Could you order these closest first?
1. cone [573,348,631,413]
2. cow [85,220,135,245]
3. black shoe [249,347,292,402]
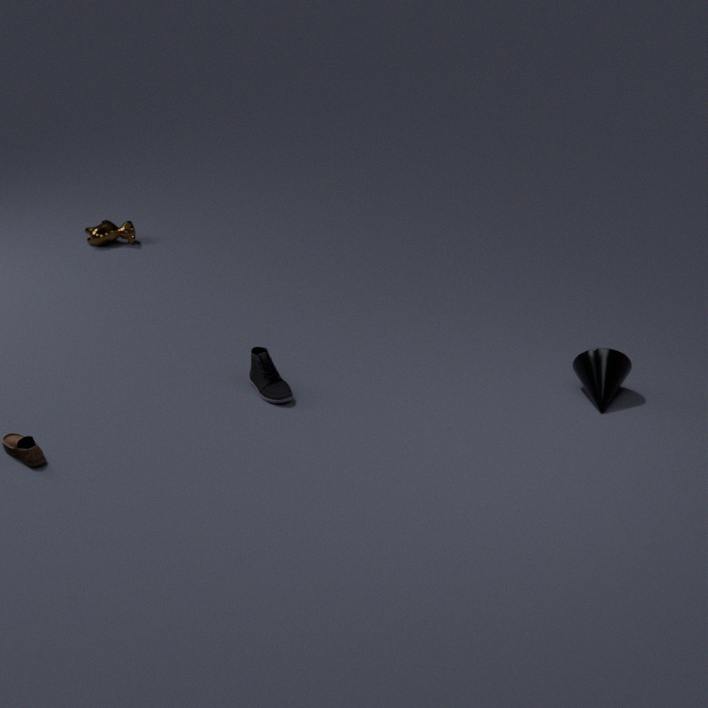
cone [573,348,631,413] → black shoe [249,347,292,402] → cow [85,220,135,245]
